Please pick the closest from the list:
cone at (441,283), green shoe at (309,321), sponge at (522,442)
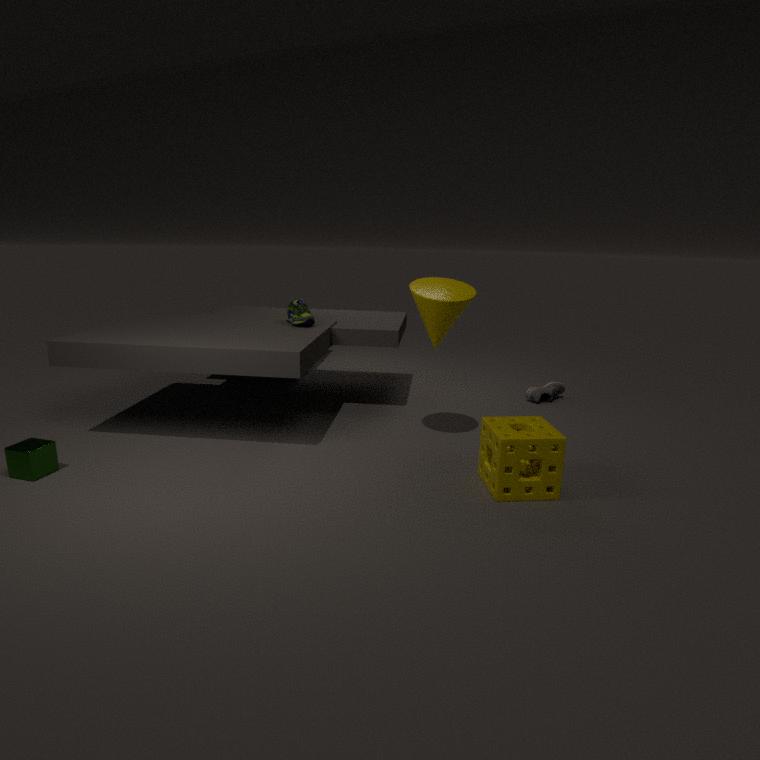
sponge at (522,442)
